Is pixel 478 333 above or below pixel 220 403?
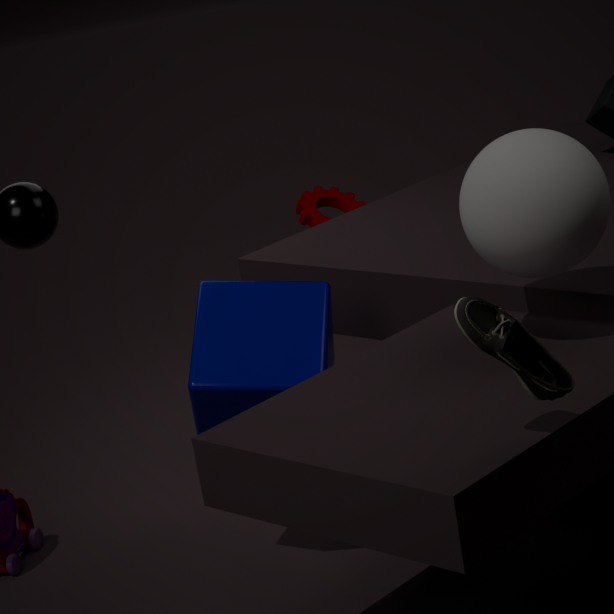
above
